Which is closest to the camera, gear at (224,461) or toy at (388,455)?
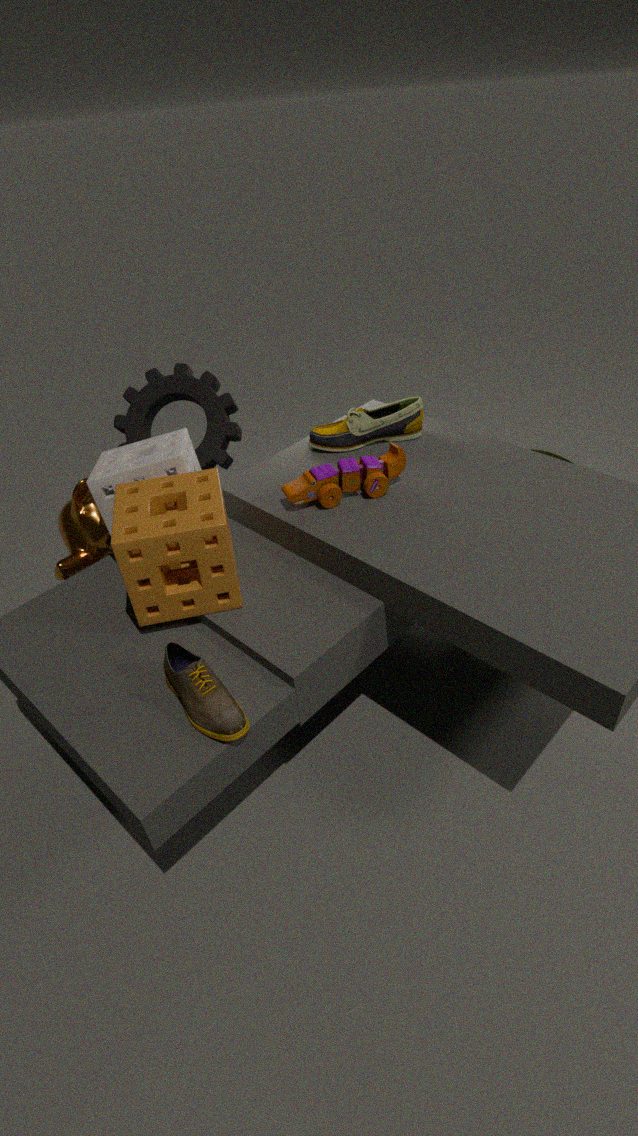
toy at (388,455)
